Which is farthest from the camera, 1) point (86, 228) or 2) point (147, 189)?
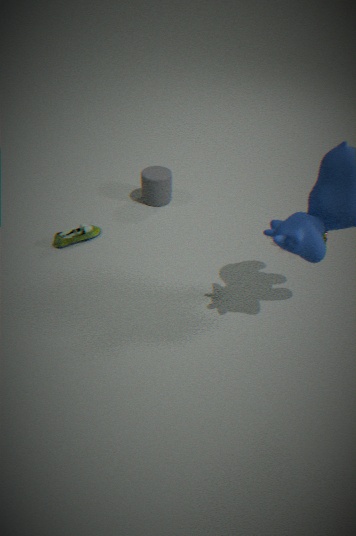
2. point (147, 189)
